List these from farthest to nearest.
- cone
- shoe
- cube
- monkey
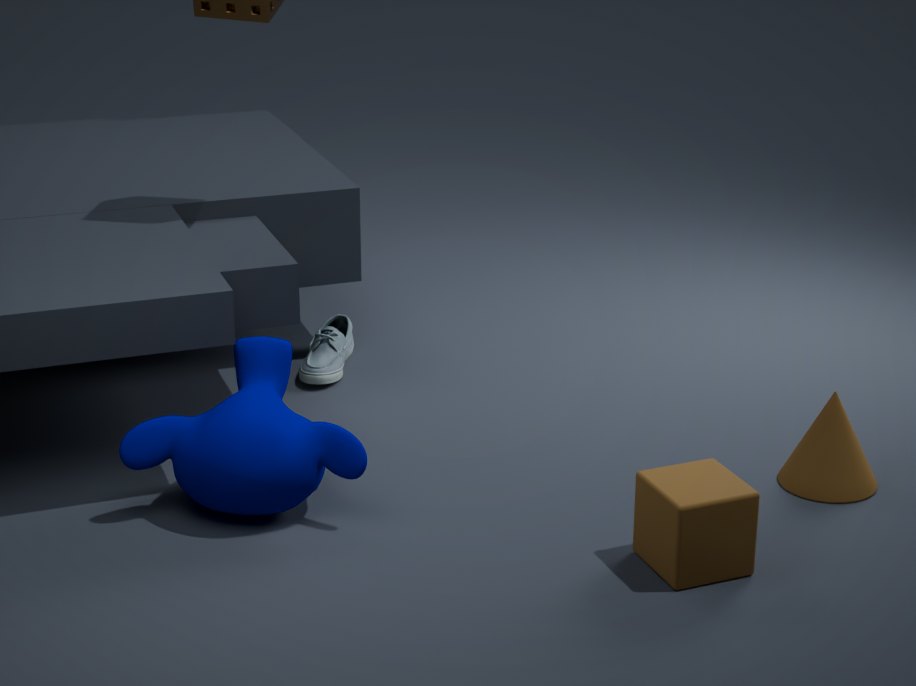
shoe < cone < monkey < cube
